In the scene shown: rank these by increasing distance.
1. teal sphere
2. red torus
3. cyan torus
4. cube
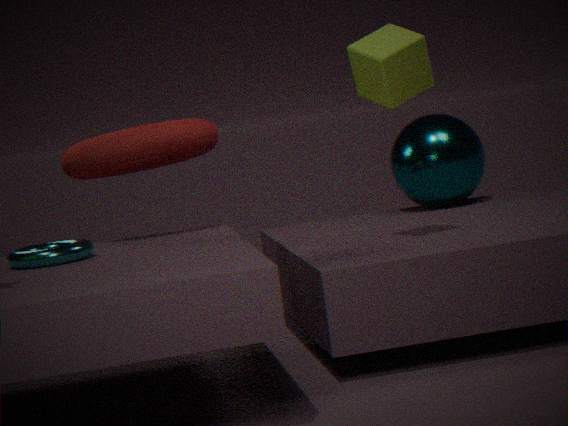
cyan torus → cube → red torus → teal sphere
